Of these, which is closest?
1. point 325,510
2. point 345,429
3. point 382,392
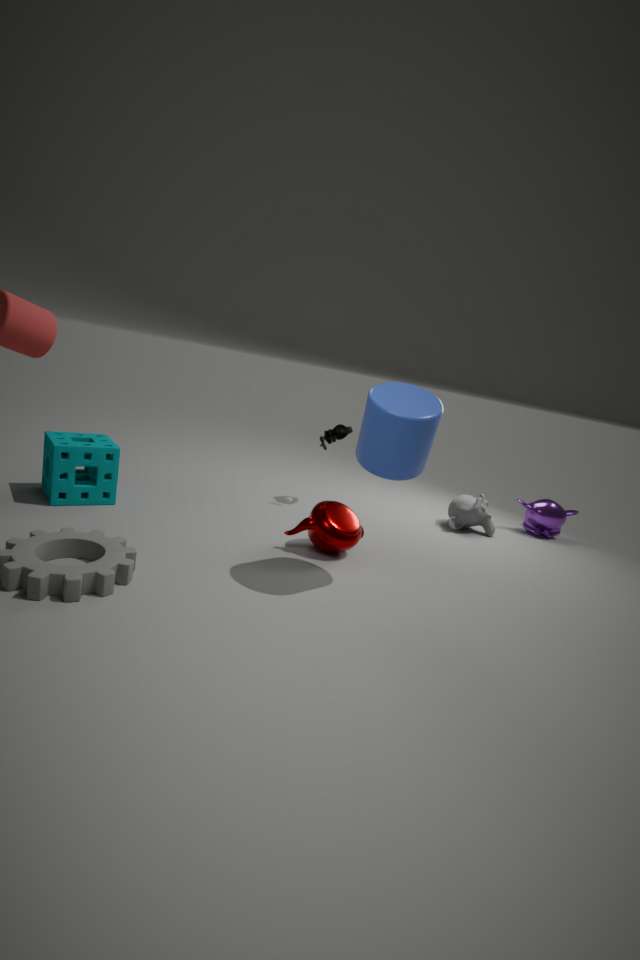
point 382,392
